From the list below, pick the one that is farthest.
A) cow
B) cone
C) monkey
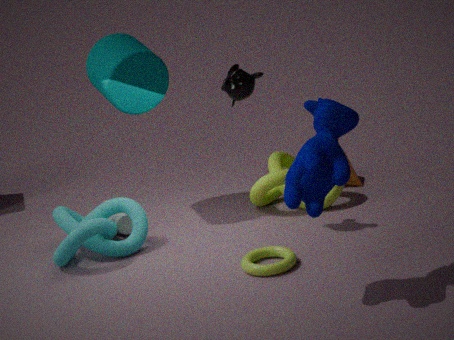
cone
